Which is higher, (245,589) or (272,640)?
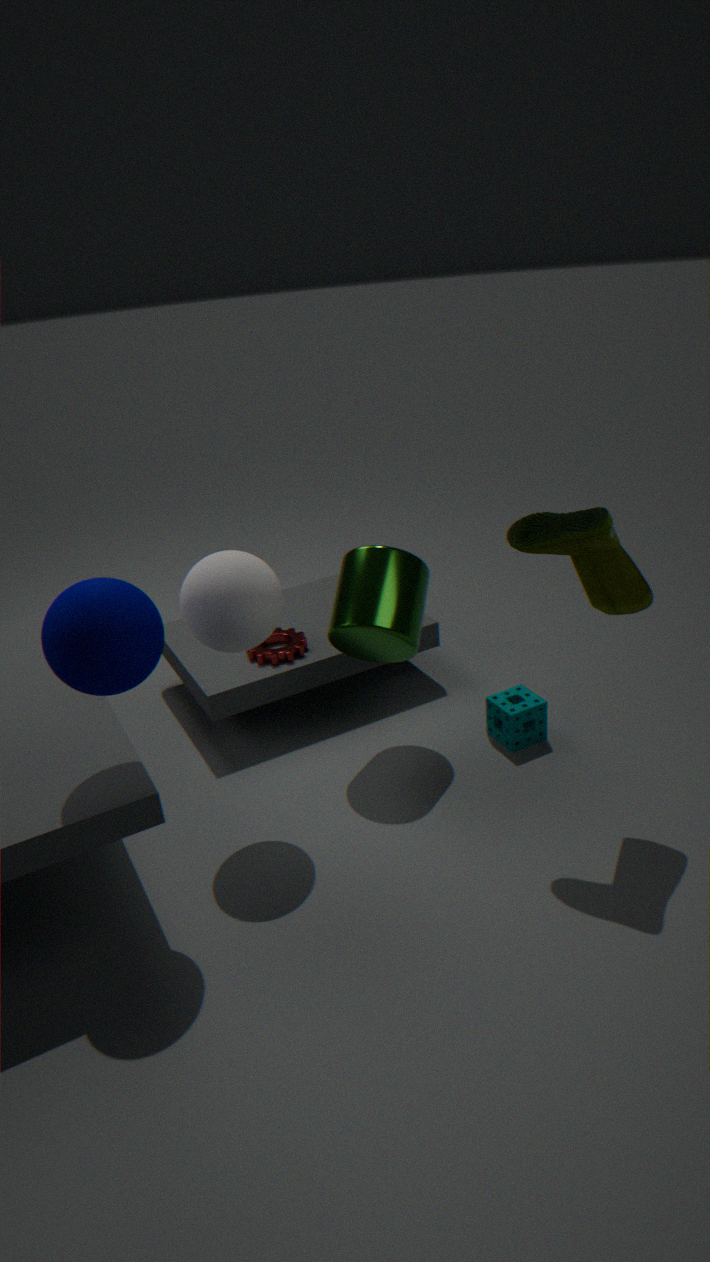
(245,589)
